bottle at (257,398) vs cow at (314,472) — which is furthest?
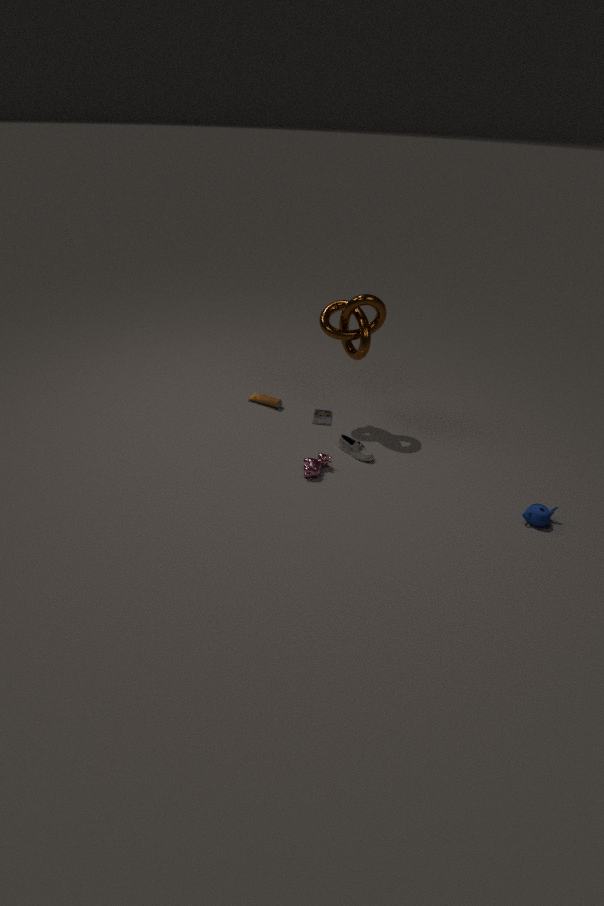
bottle at (257,398)
